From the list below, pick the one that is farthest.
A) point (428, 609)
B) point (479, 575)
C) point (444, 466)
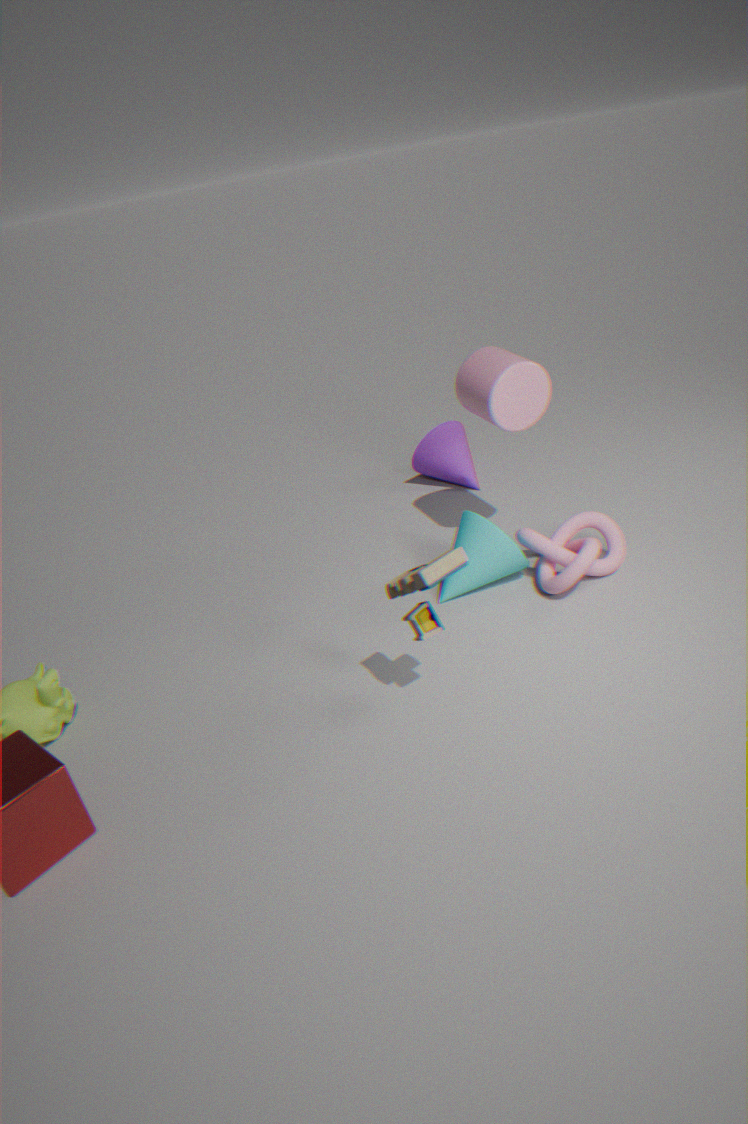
point (444, 466)
